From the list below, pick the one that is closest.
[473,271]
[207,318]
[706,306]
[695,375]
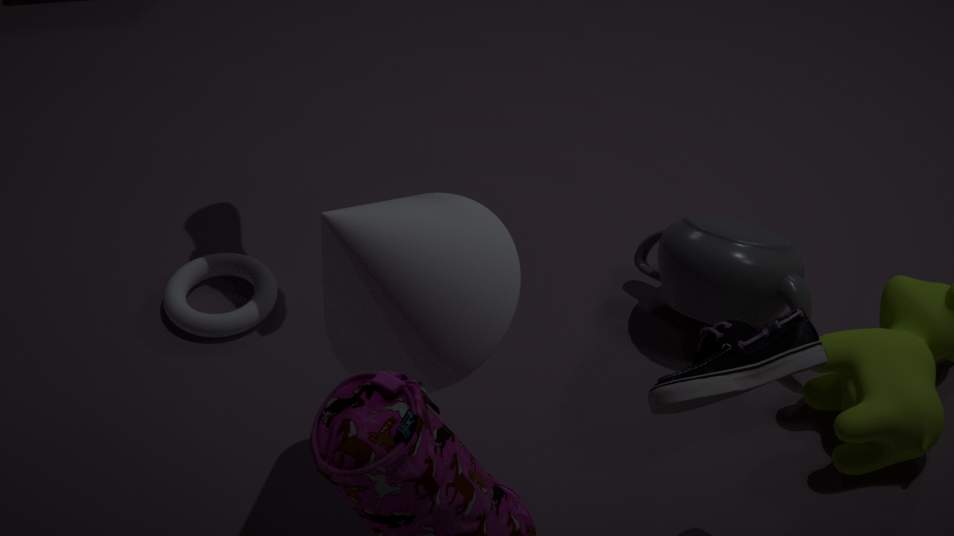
[695,375]
